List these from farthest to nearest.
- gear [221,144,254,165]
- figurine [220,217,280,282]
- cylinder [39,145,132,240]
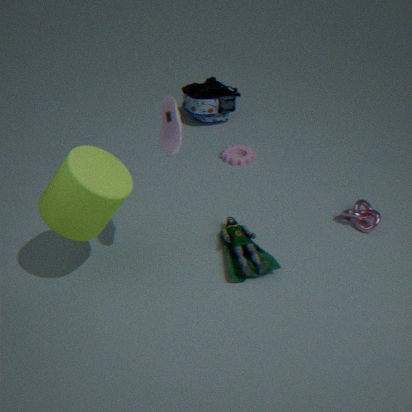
gear [221,144,254,165] < figurine [220,217,280,282] < cylinder [39,145,132,240]
